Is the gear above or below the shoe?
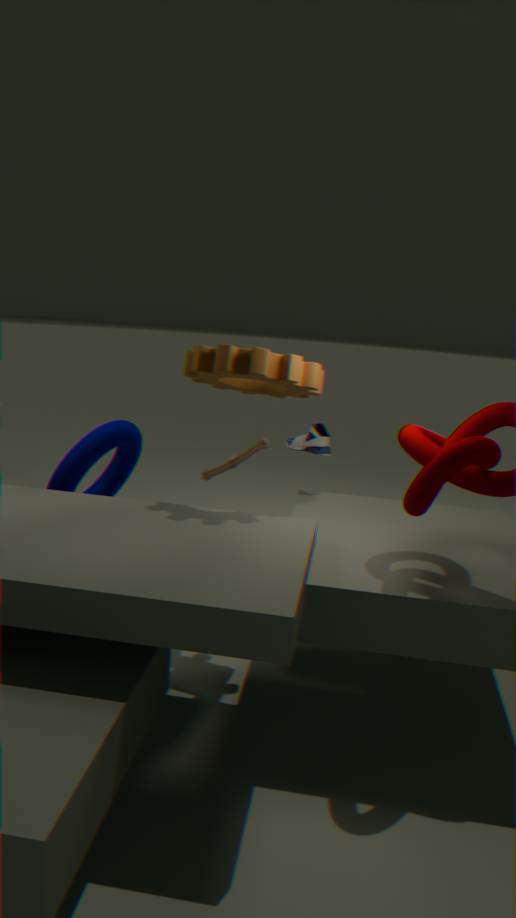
above
